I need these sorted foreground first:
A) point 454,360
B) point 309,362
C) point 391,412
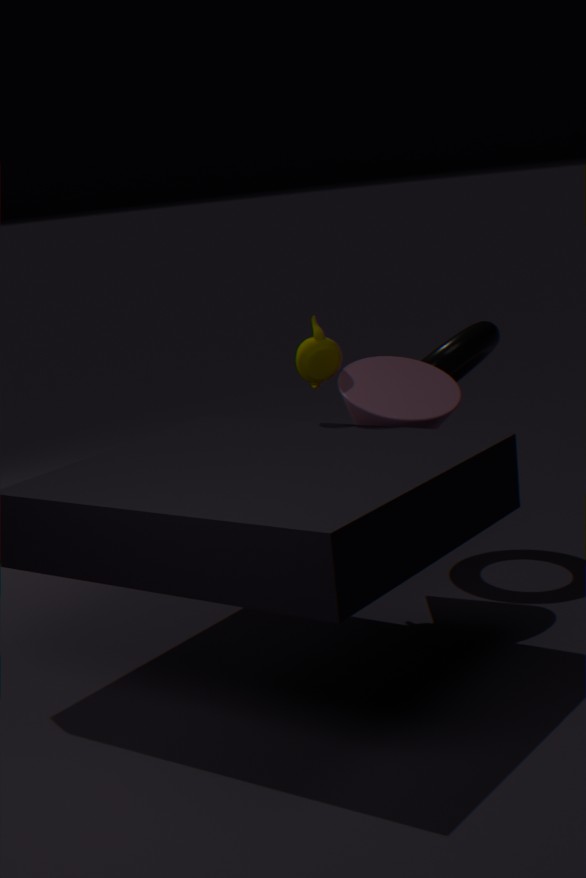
1. point 391,412
2. point 309,362
3. point 454,360
